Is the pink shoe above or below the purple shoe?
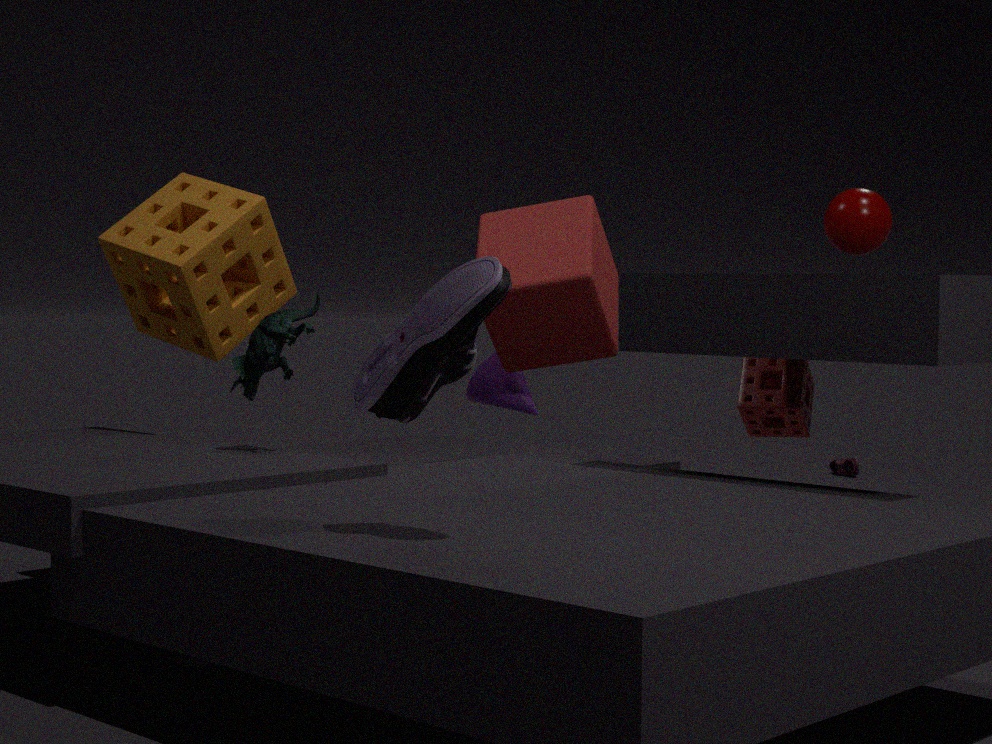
below
